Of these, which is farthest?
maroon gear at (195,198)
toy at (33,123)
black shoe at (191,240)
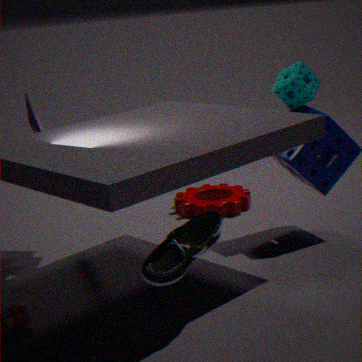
maroon gear at (195,198)
